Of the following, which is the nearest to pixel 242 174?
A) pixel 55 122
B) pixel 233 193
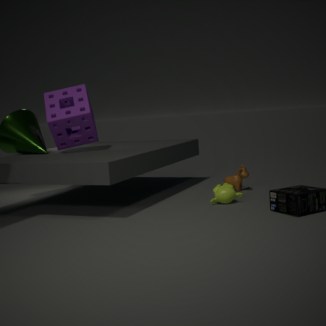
pixel 233 193
